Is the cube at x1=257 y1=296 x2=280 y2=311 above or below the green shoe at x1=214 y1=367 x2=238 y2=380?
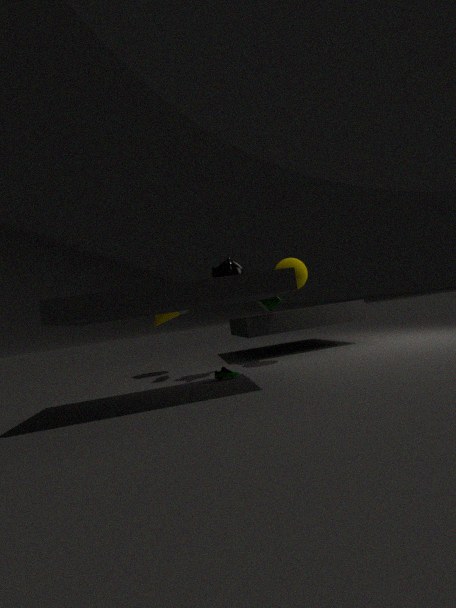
above
